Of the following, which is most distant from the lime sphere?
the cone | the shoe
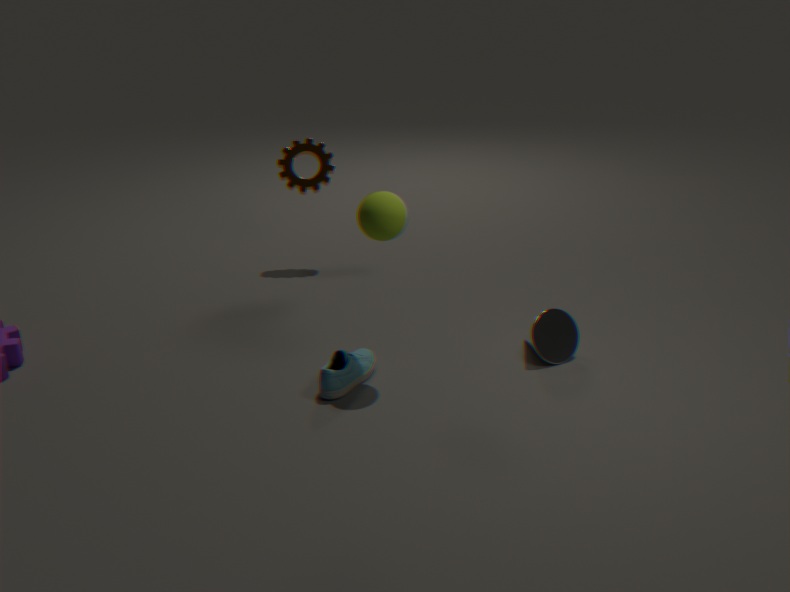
the cone
